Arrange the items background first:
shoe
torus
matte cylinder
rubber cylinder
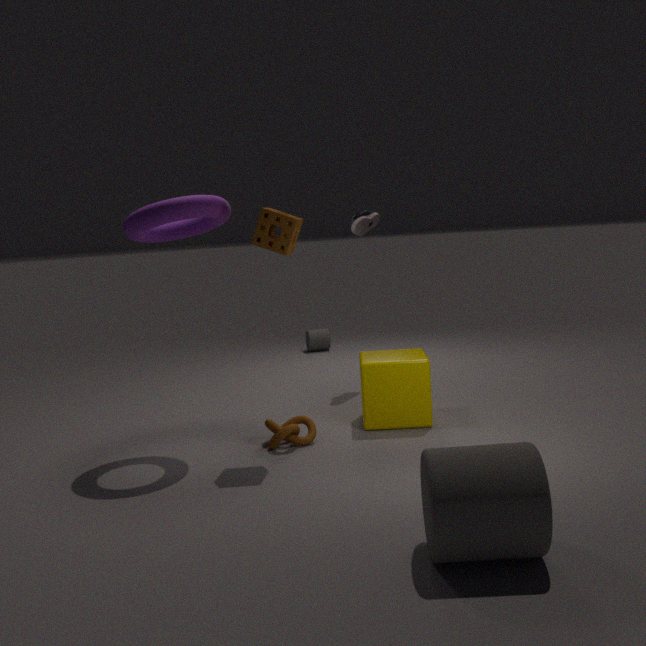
1. matte cylinder
2. shoe
3. torus
4. rubber cylinder
